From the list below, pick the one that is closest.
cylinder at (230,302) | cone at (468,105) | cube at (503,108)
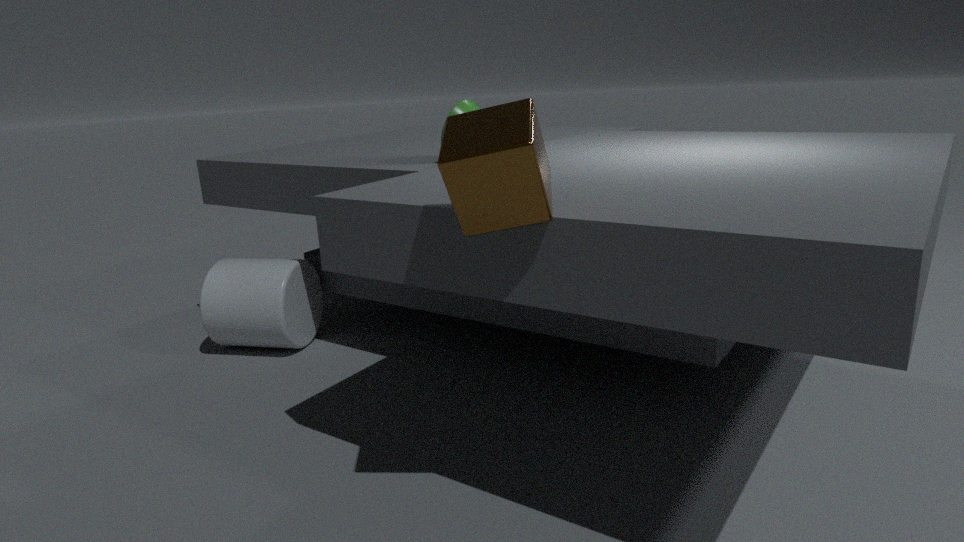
cube at (503,108)
